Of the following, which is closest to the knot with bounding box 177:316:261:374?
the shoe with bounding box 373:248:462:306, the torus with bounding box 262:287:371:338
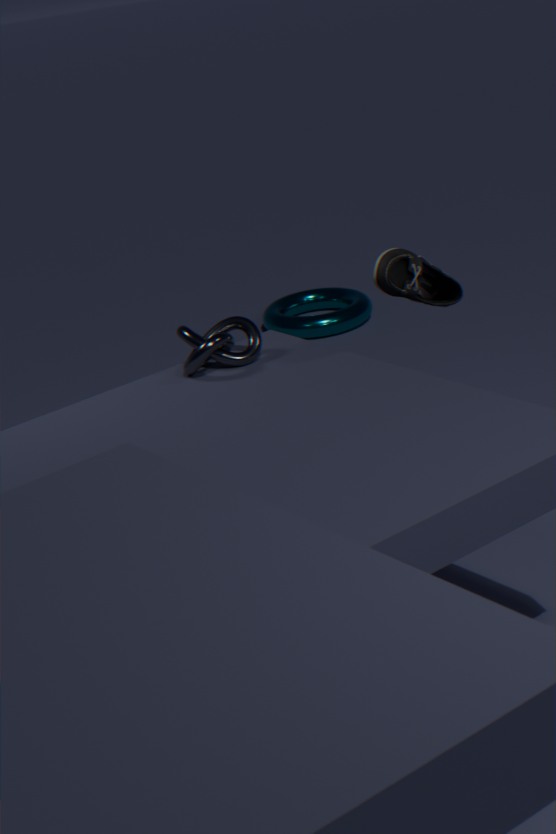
the shoe with bounding box 373:248:462:306
